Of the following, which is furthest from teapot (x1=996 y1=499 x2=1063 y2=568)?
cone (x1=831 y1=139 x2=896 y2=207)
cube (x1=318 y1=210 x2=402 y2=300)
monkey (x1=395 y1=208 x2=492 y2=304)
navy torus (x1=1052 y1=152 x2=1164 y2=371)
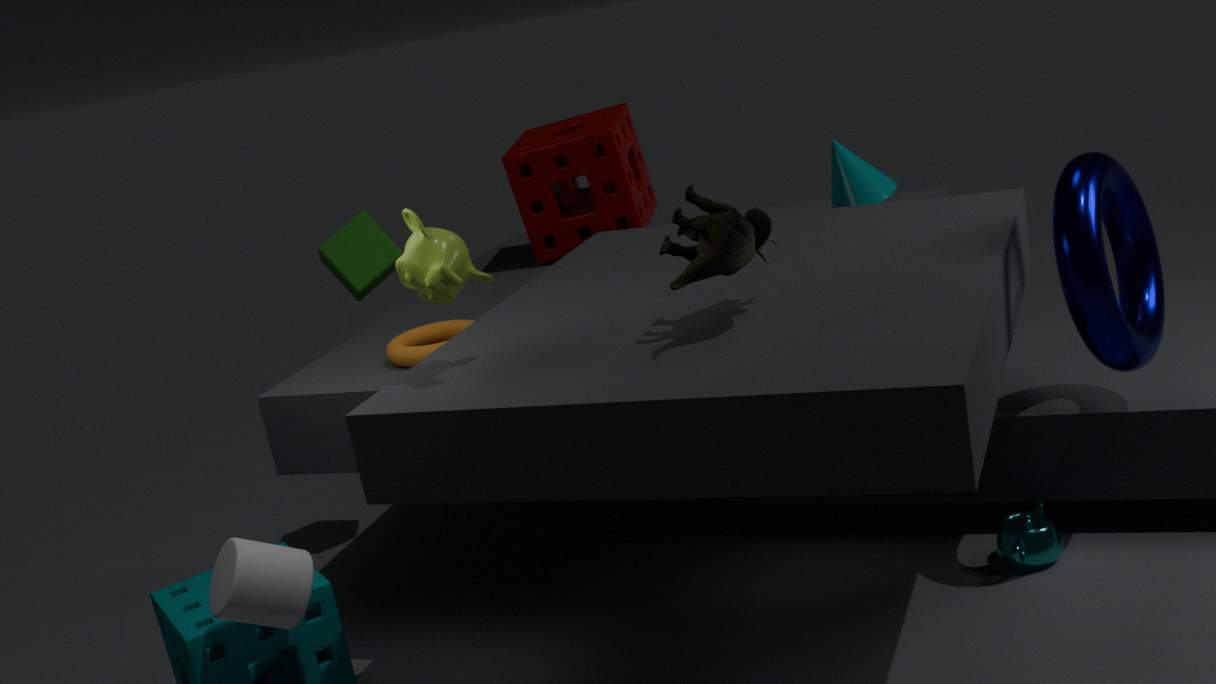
cube (x1=318 y1=210 x2=402 y2=300)
